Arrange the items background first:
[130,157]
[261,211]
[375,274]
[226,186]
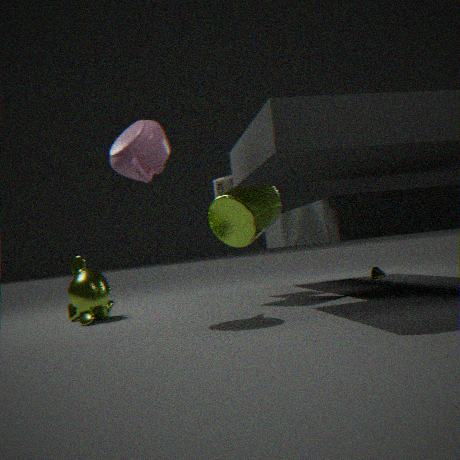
[375,274], [226,186], [261,211], [130,157]
